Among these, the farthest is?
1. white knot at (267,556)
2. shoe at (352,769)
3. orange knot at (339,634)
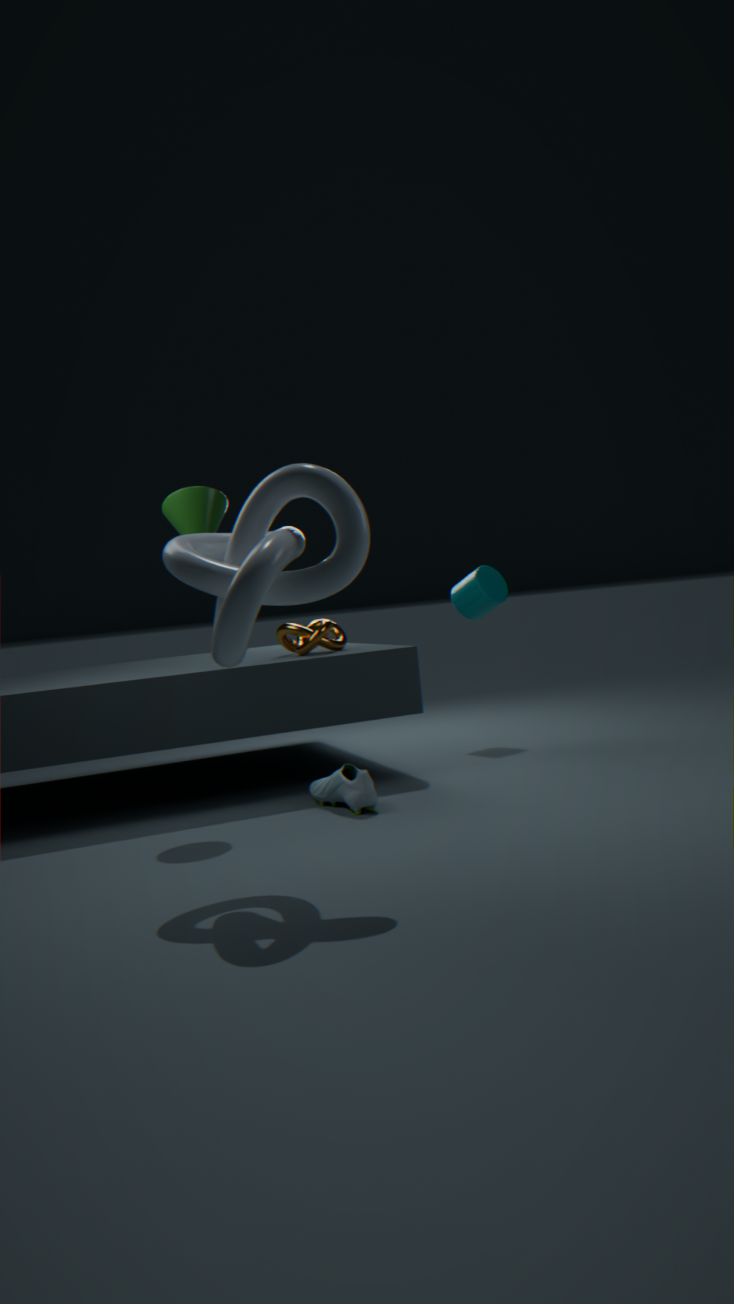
orange knot at (339,634)
